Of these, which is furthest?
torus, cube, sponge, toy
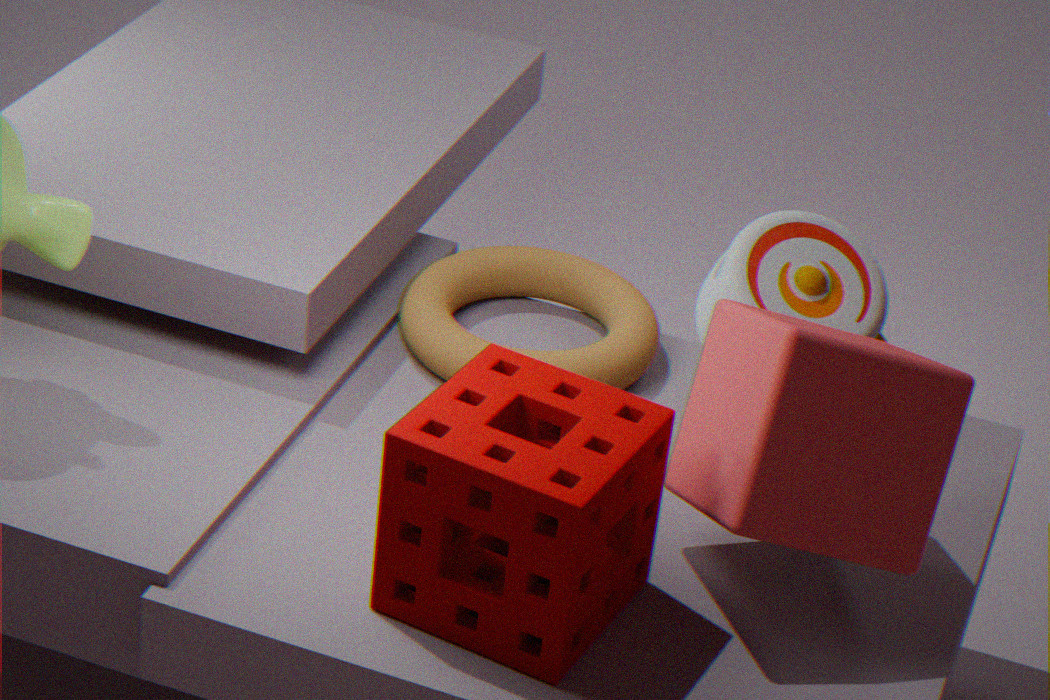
torus
